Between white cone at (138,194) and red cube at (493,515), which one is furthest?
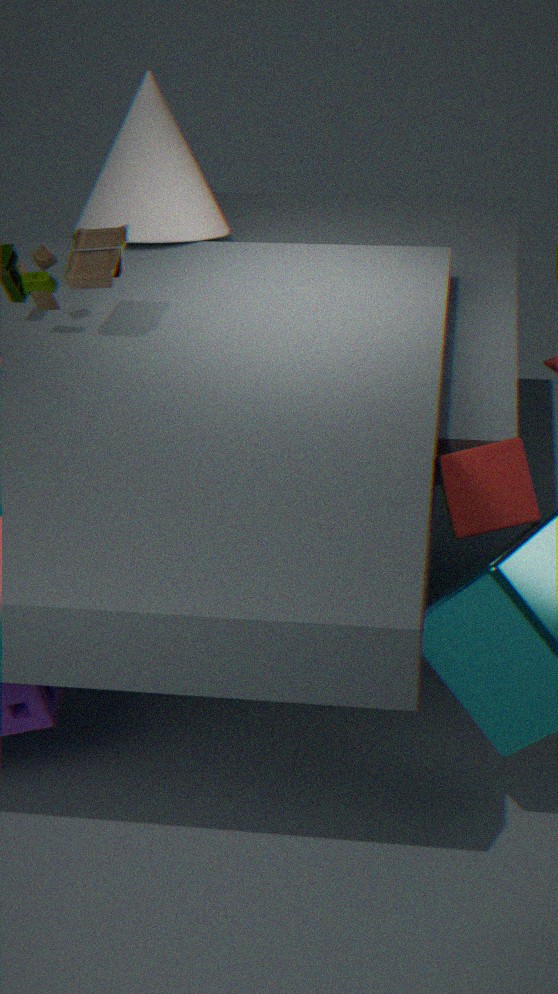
white cone at (138,194)
